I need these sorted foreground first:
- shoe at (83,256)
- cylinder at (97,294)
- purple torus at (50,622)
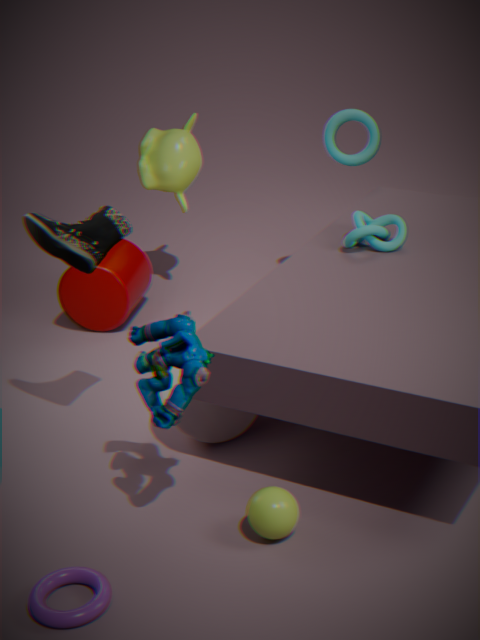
purple torus at (50,622)
shoe at (83,256)
cylinder at (97,294)
